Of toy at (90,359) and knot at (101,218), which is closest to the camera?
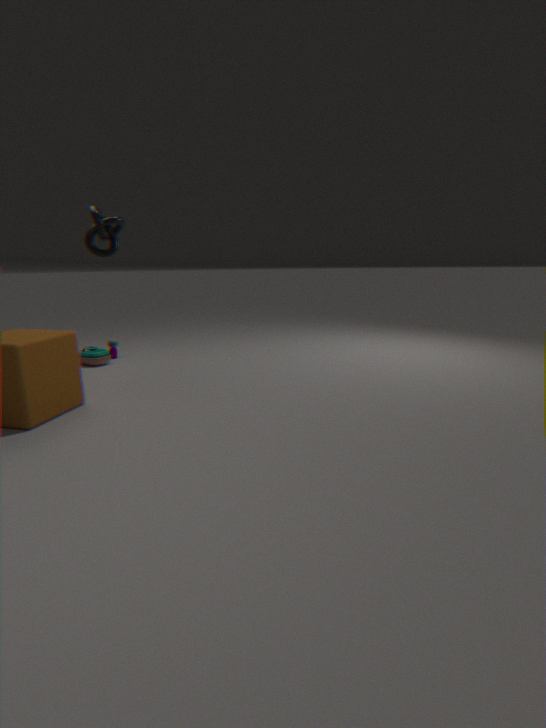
knot at (101,218)
